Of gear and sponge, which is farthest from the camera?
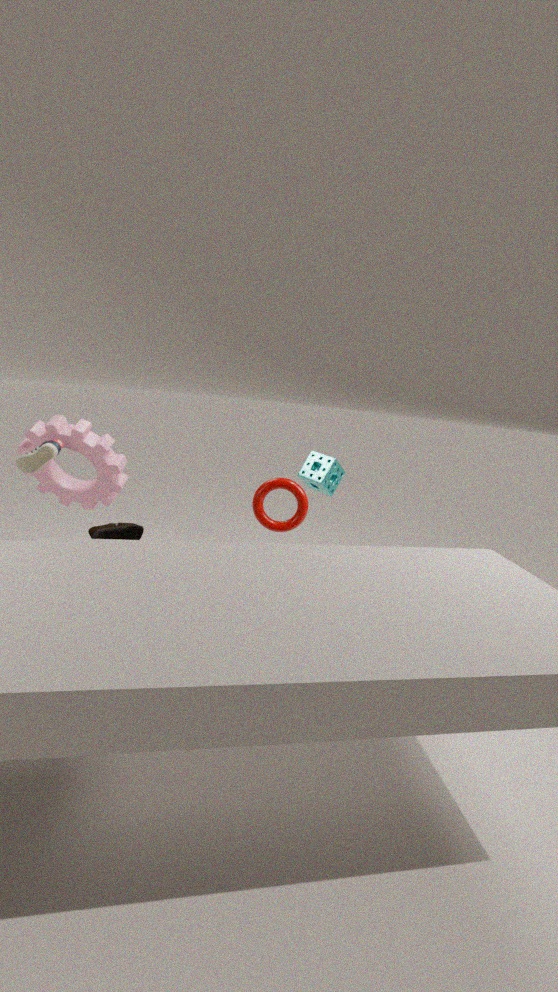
sponge
